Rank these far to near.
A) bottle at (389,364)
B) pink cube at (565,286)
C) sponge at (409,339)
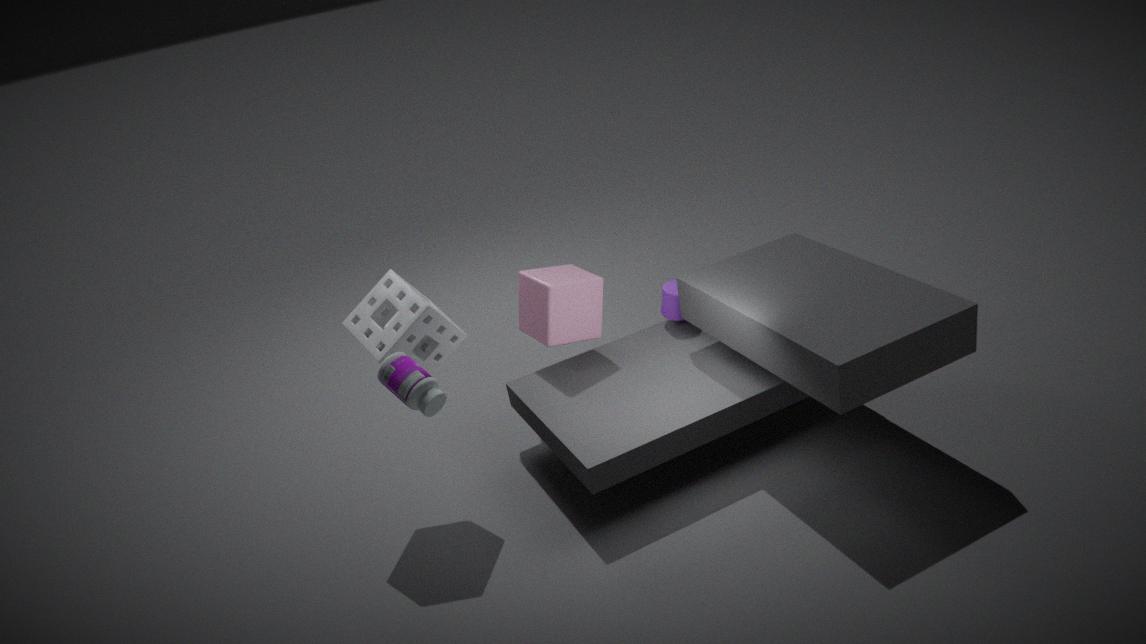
pink cube at (565,286)
sponge at (409,339)
bottle at (389,364)
